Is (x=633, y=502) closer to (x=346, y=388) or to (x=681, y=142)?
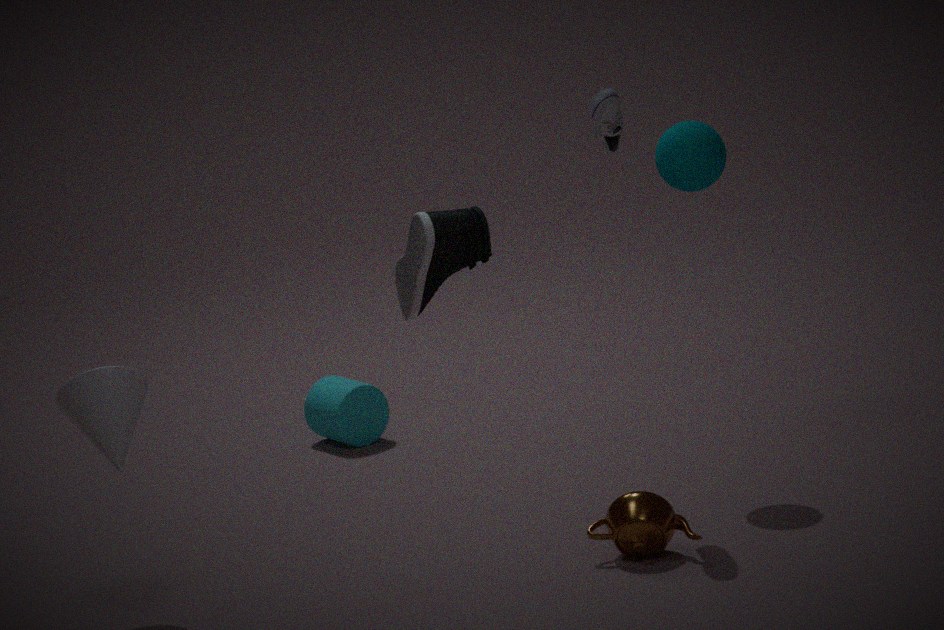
(x=681, y=142)
